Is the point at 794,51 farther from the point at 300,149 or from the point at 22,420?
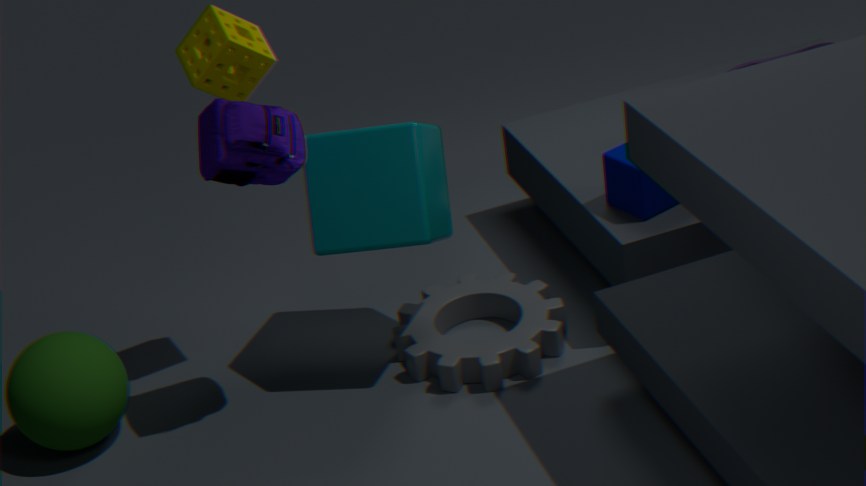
the point at 22,420
